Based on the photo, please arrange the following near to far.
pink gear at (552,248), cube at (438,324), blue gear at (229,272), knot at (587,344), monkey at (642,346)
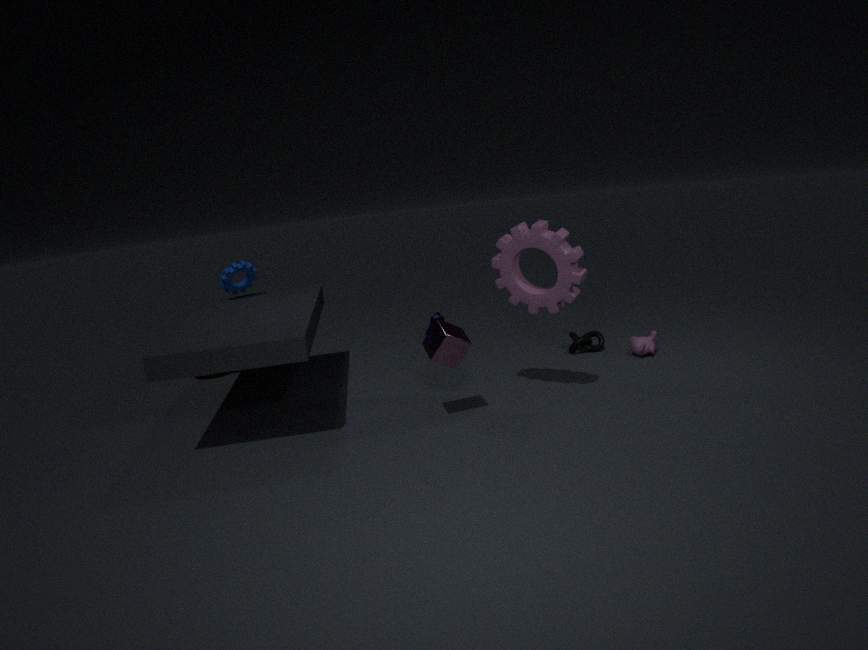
cube at (438,324) < pink gear at (552,248) < monkey at (642,346) < knot at (587,344) < blue gear at (229,272)
